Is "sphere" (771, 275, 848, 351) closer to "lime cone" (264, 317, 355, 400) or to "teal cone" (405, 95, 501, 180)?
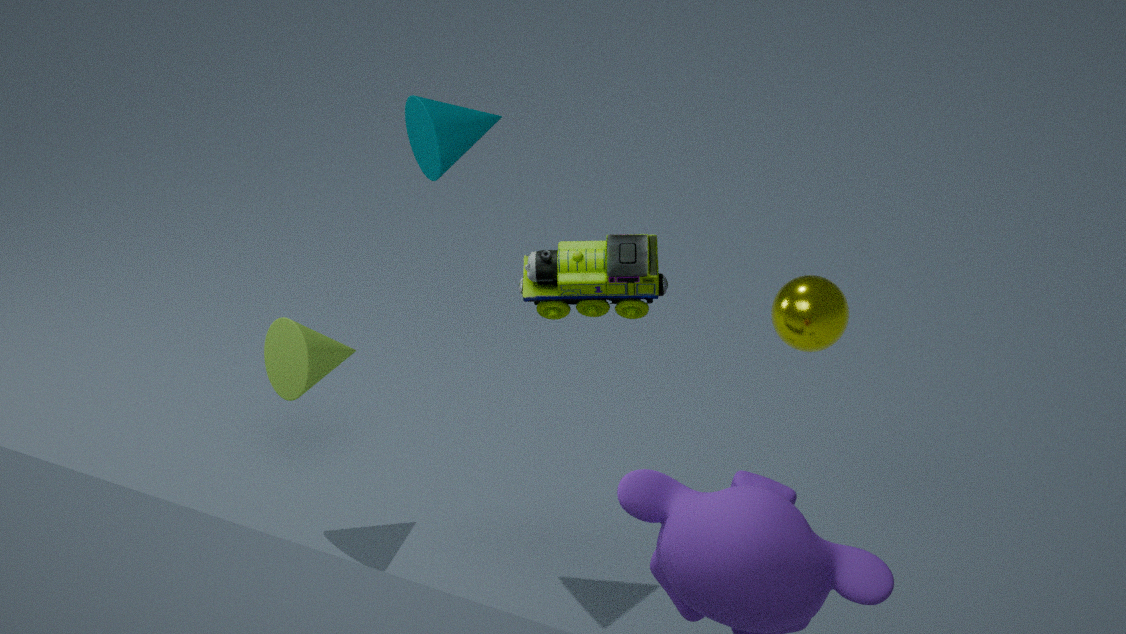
"teal cone" (405, 95, 501, 180)
